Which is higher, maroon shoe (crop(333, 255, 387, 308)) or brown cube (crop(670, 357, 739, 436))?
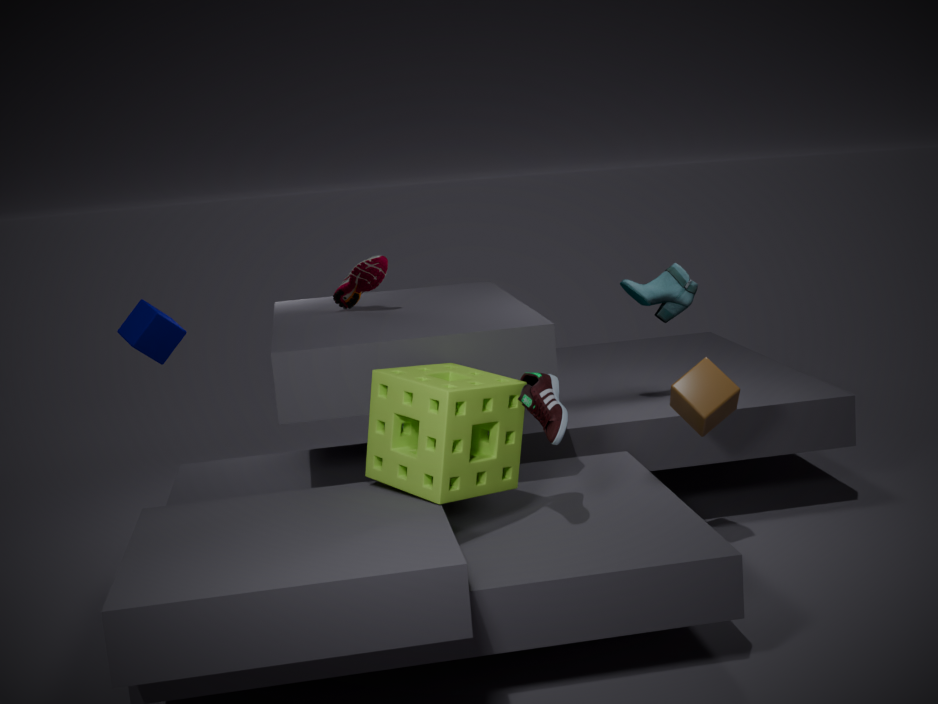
maroon shoe (crop(333, 255, 387, 308))
